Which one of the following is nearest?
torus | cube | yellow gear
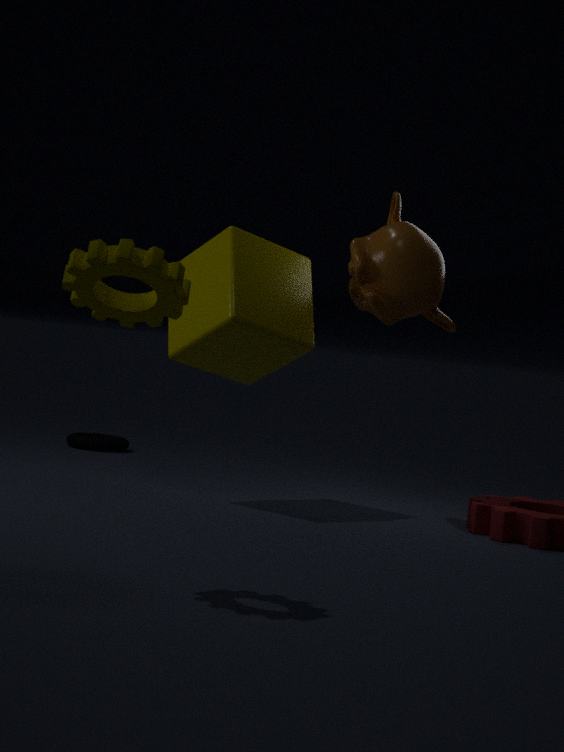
yellow gear
